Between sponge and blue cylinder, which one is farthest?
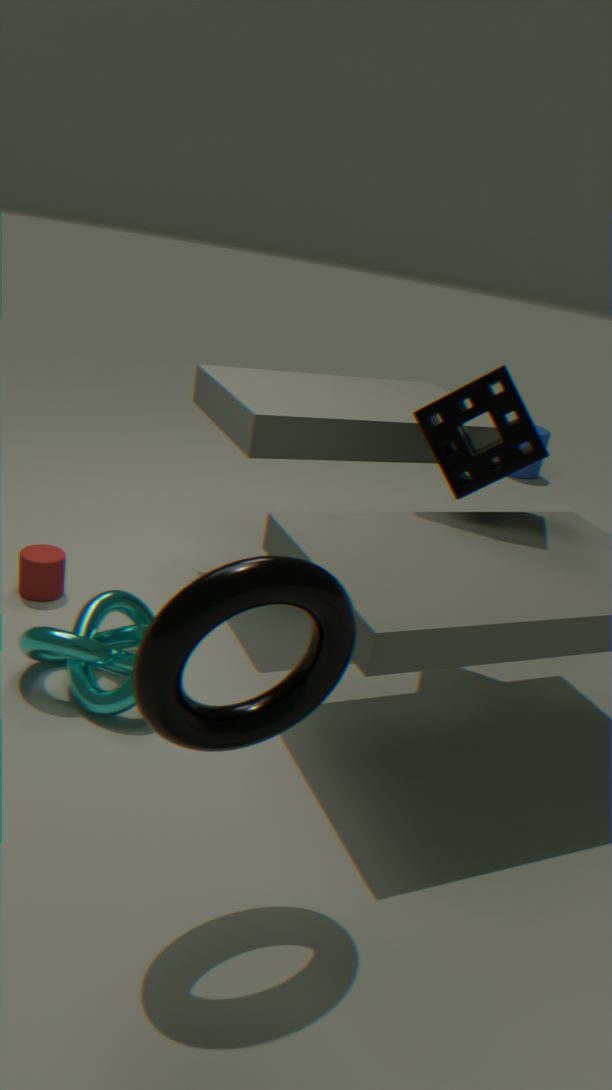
blue cylinder
